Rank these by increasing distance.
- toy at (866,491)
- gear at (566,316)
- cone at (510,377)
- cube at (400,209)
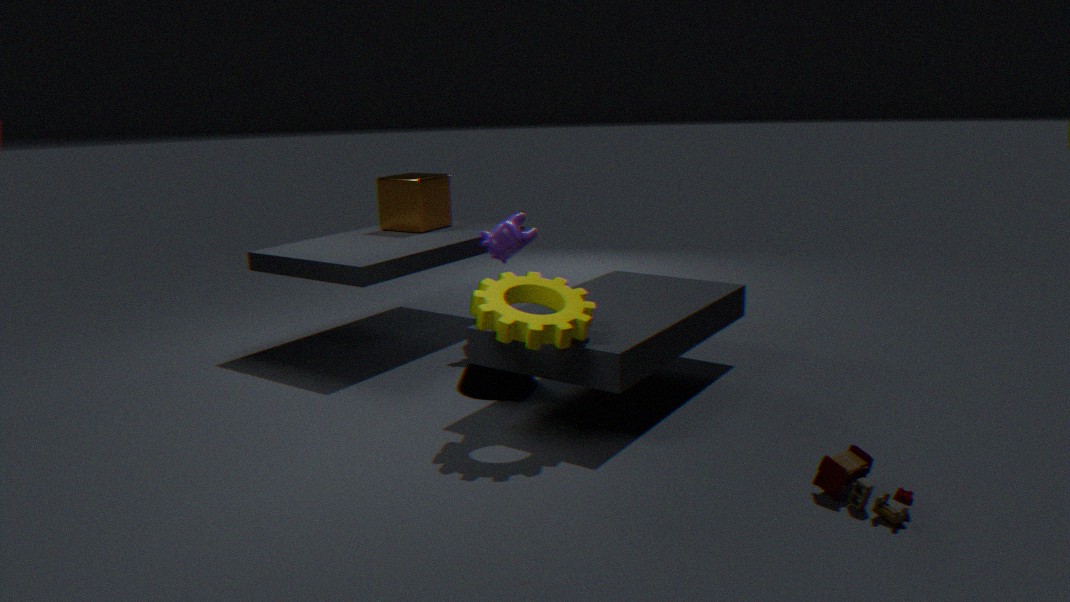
toy at (866,491) < gear at (566,316) < cone at (510,377) < cube at (400,209)
